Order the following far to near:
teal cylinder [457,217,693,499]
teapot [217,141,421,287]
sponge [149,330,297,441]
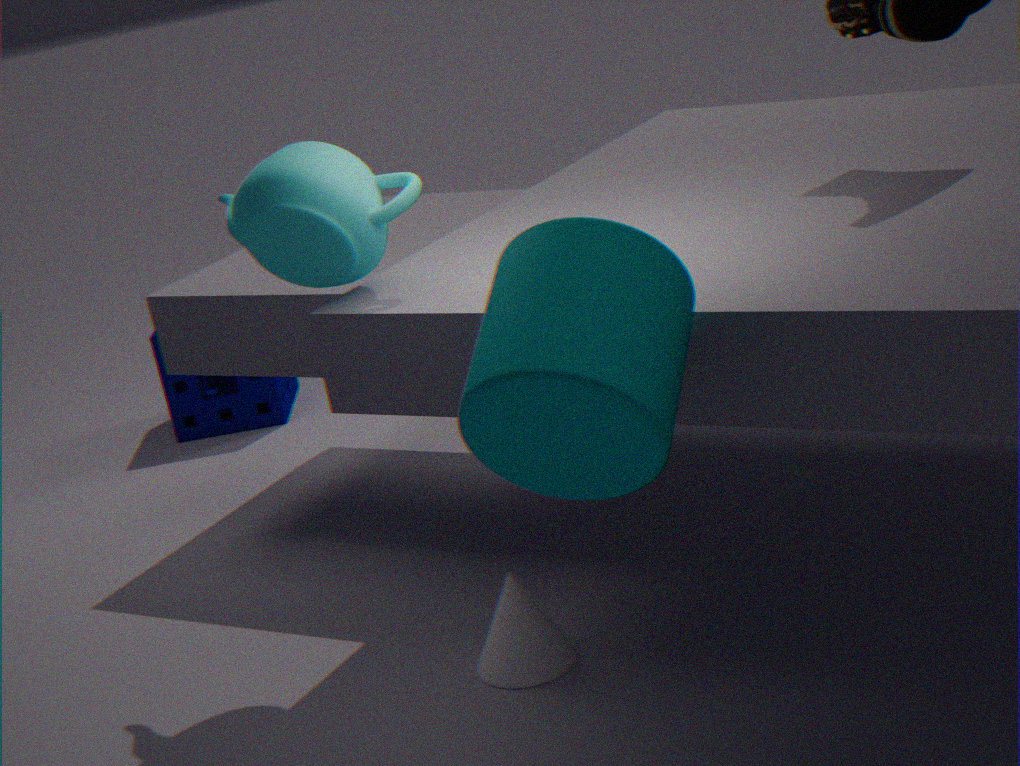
1. sponge [149,330,297,441]
2. teapot [217,141,421,287]
3. teal cylinder [457,217,693,499]
